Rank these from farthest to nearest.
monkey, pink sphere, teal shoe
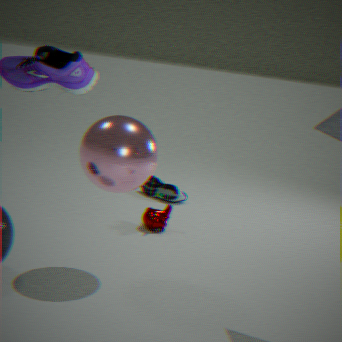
1. teal shoe
2. monkey
3. pink sphere
